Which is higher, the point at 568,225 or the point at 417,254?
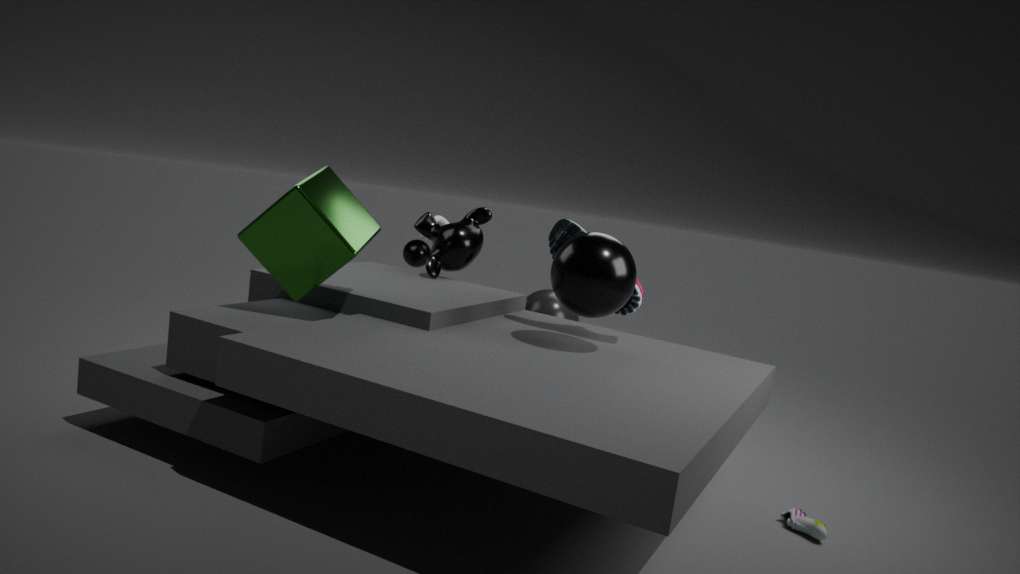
the point at 568,225
